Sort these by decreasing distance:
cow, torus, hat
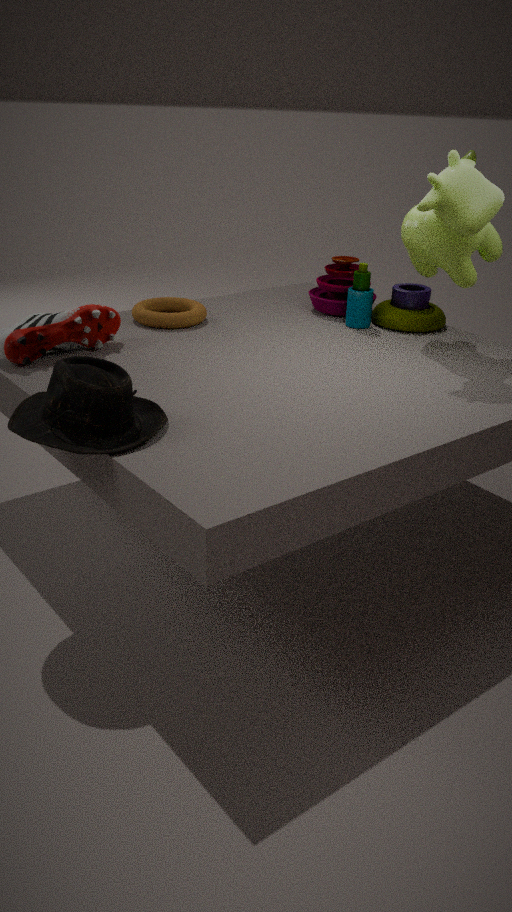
1. torus
2. cow
3. hat
